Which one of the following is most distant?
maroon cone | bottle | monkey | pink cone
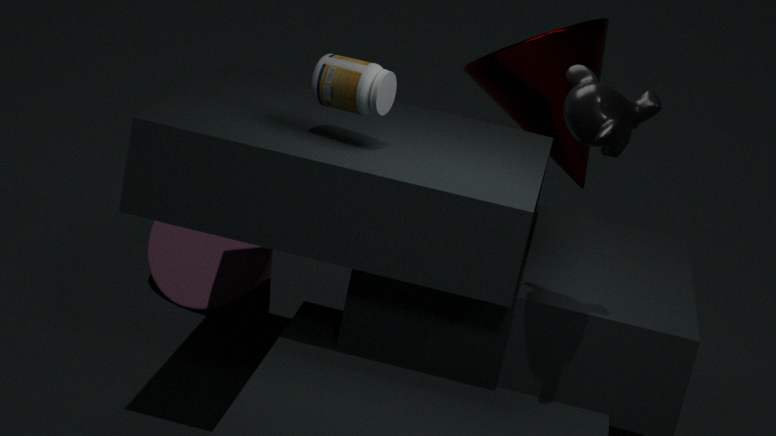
pink cone
